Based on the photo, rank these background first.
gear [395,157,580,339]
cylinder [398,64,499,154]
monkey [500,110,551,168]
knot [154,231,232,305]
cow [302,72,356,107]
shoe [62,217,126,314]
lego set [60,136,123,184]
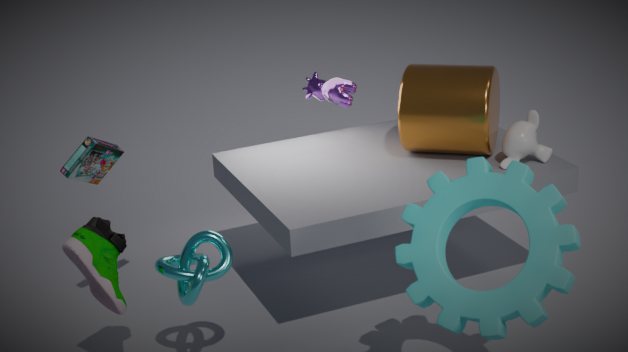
cow [302,72,356,107], cylinder [398,64,499,154], monkey [500,110,551,168], lego set [60,136,123,184], knot [154,231,232,305], shoe [62,217,126,314], gear [395,157,580,339]
